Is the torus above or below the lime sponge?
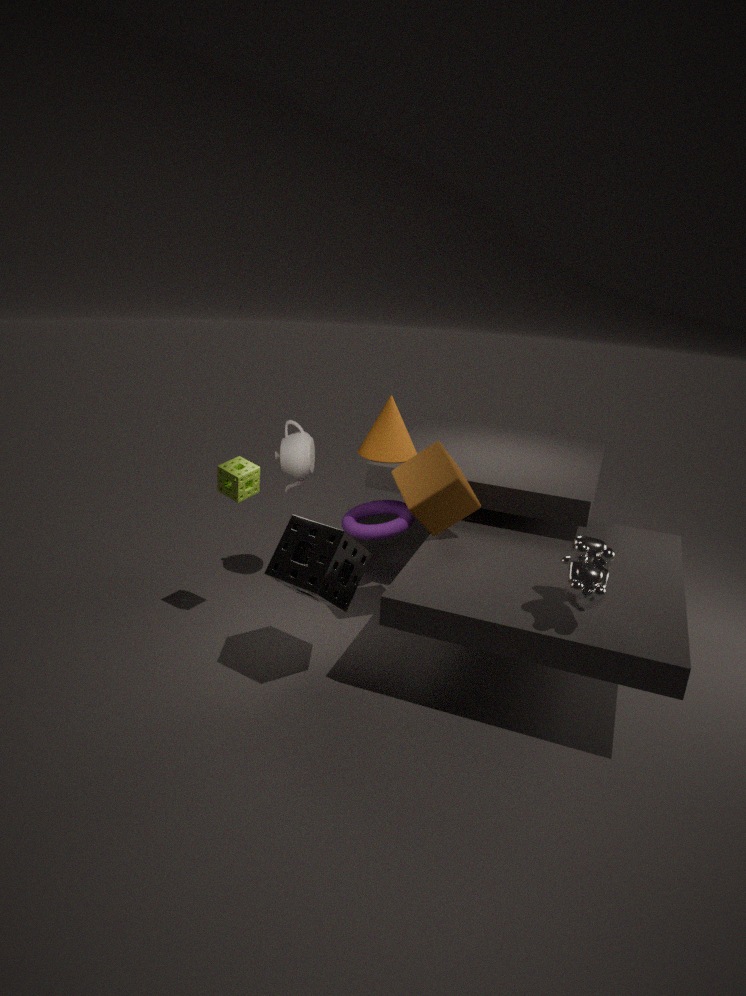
below
